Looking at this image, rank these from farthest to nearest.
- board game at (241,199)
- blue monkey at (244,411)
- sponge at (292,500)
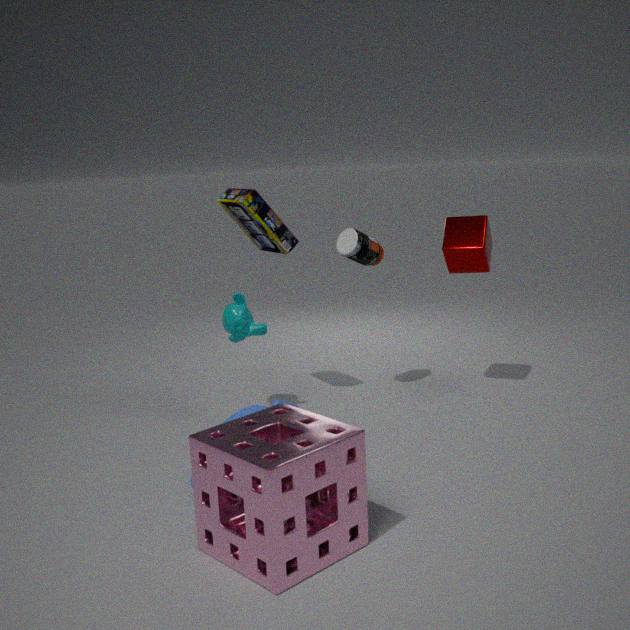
board game at (241,199) < blue monkey at (244,411) < sponge at (292,500)
